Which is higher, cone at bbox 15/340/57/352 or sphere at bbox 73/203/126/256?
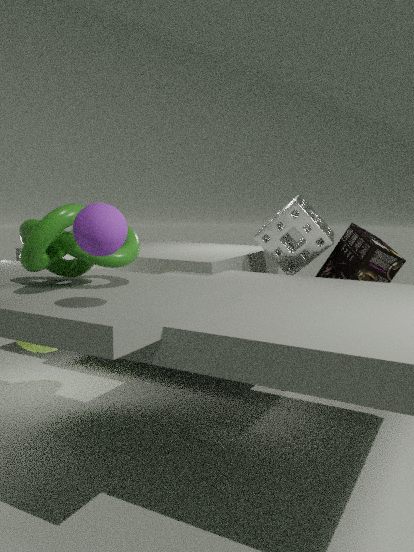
sphere at bbox 73/203/126/256
